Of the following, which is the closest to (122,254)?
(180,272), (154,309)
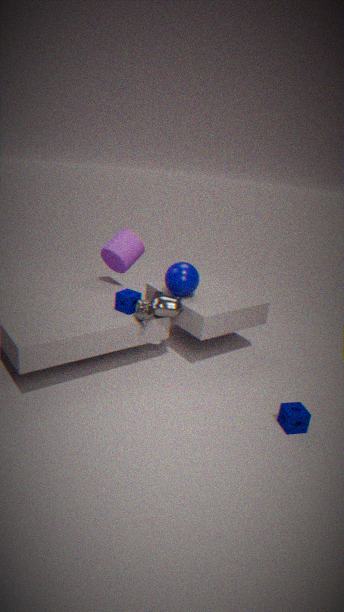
(180,272)
